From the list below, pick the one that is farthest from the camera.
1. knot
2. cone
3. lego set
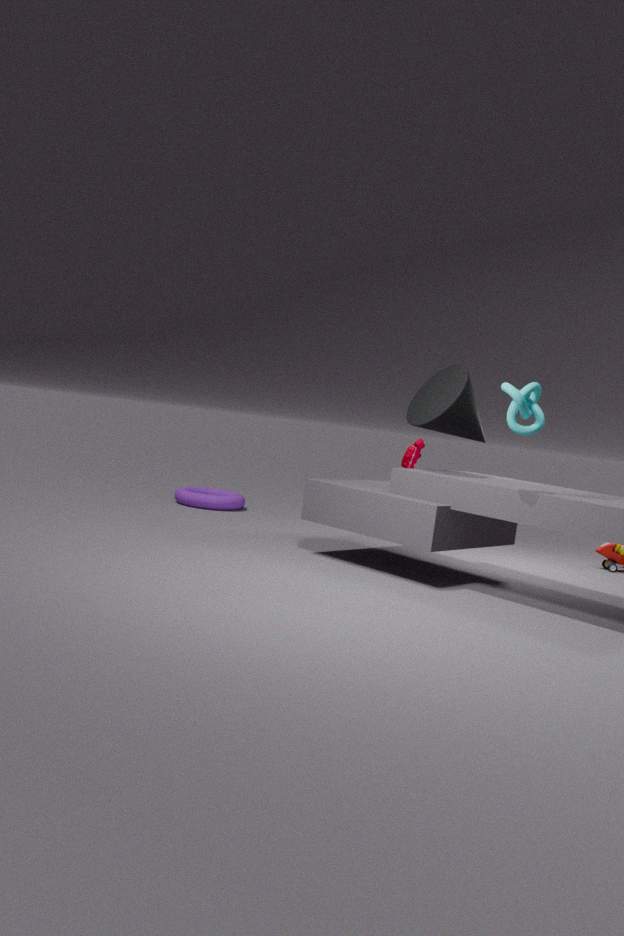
lego set
